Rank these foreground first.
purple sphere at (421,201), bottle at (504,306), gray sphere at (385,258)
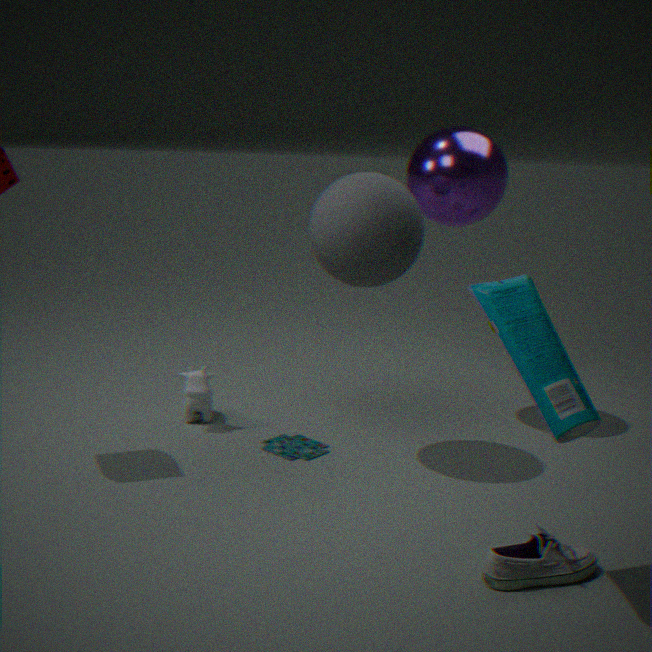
1. bottle at (504,306)
2. gray sphere at (385,258)
3. purple sphere at (421,201)
